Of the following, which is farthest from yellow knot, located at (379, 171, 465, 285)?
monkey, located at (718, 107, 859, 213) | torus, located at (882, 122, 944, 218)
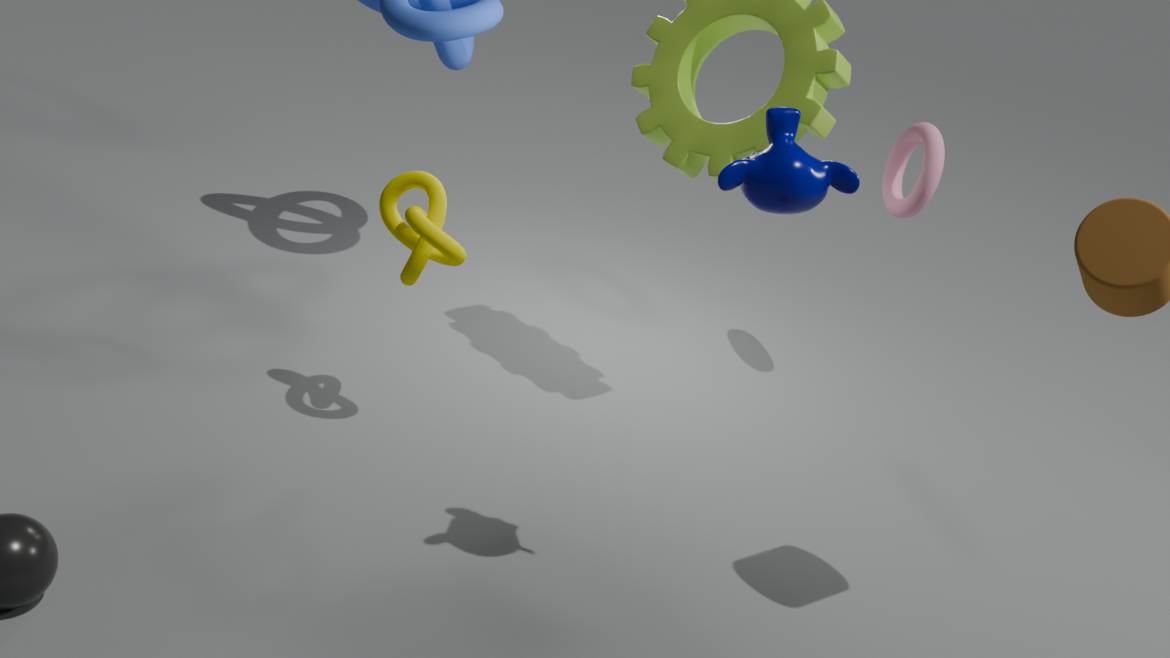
torus, located at (882, 122, 944, 218)
